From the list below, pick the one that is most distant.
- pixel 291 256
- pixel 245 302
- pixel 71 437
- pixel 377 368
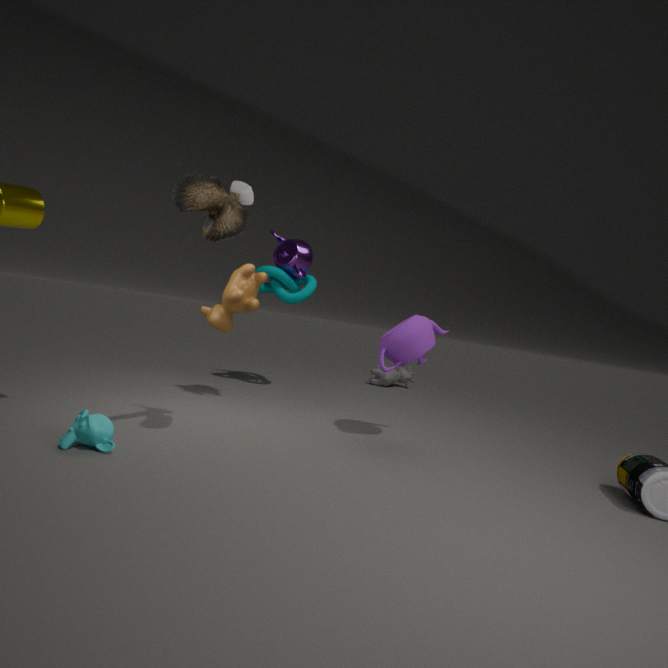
pixel 377 368
